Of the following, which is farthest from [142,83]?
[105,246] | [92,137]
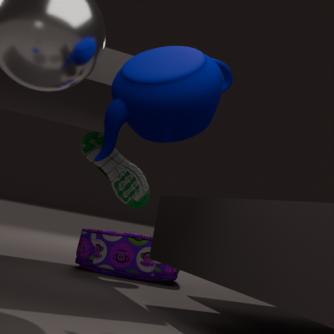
[105,246]
